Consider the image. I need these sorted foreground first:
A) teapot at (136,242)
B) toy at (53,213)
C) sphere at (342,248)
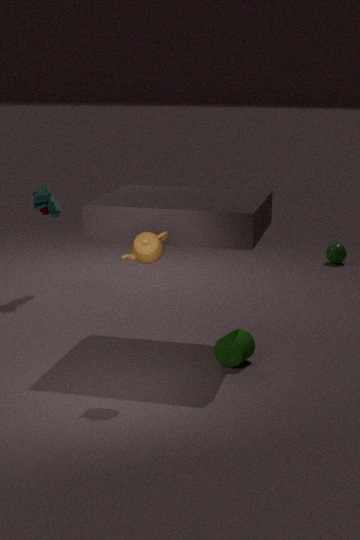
teapot at (136,242), toy at (53,213), sphere at (342,248)
